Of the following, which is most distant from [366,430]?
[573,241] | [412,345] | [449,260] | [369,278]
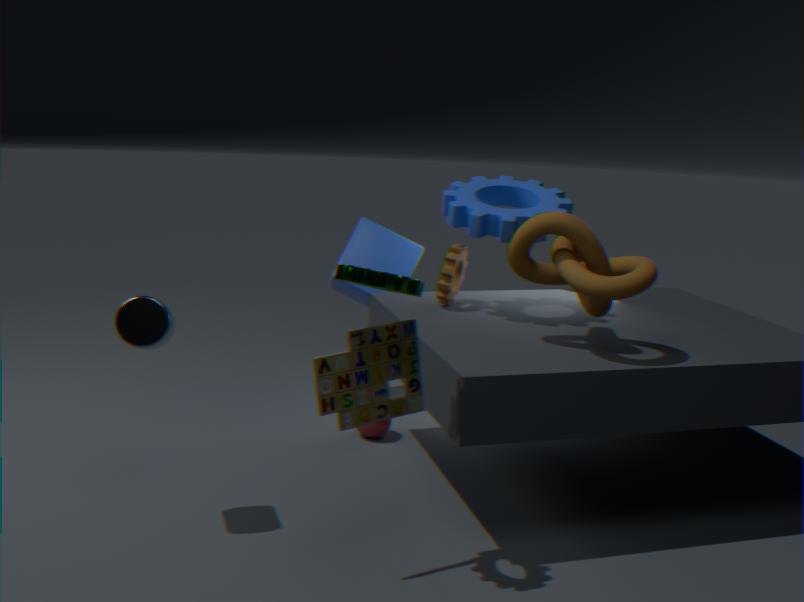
[369,278]
